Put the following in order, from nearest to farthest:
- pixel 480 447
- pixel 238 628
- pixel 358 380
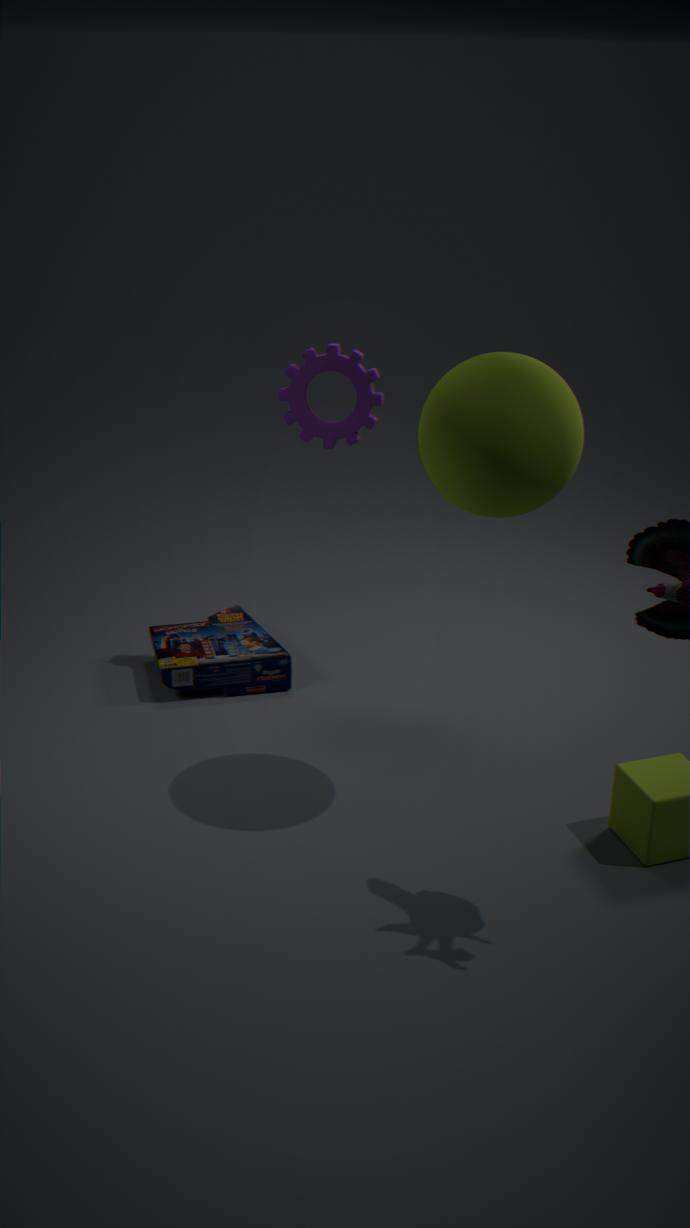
pixel 480 447 → pixel 358 380 → pixel 238 628
